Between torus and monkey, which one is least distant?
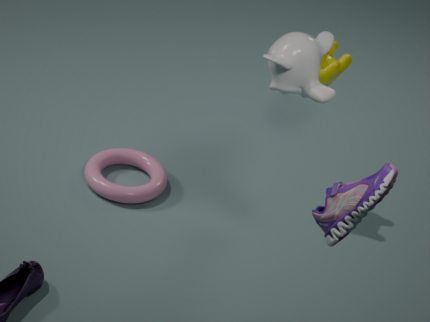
monkey
